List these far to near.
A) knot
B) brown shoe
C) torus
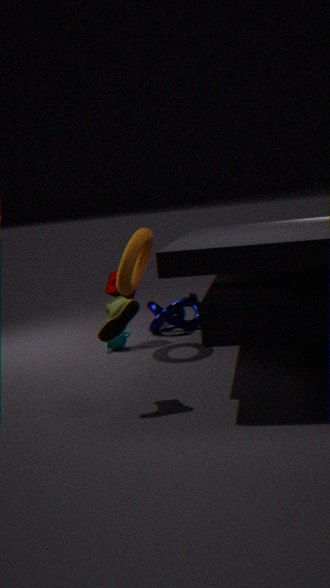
knot, torus, brown shoe
